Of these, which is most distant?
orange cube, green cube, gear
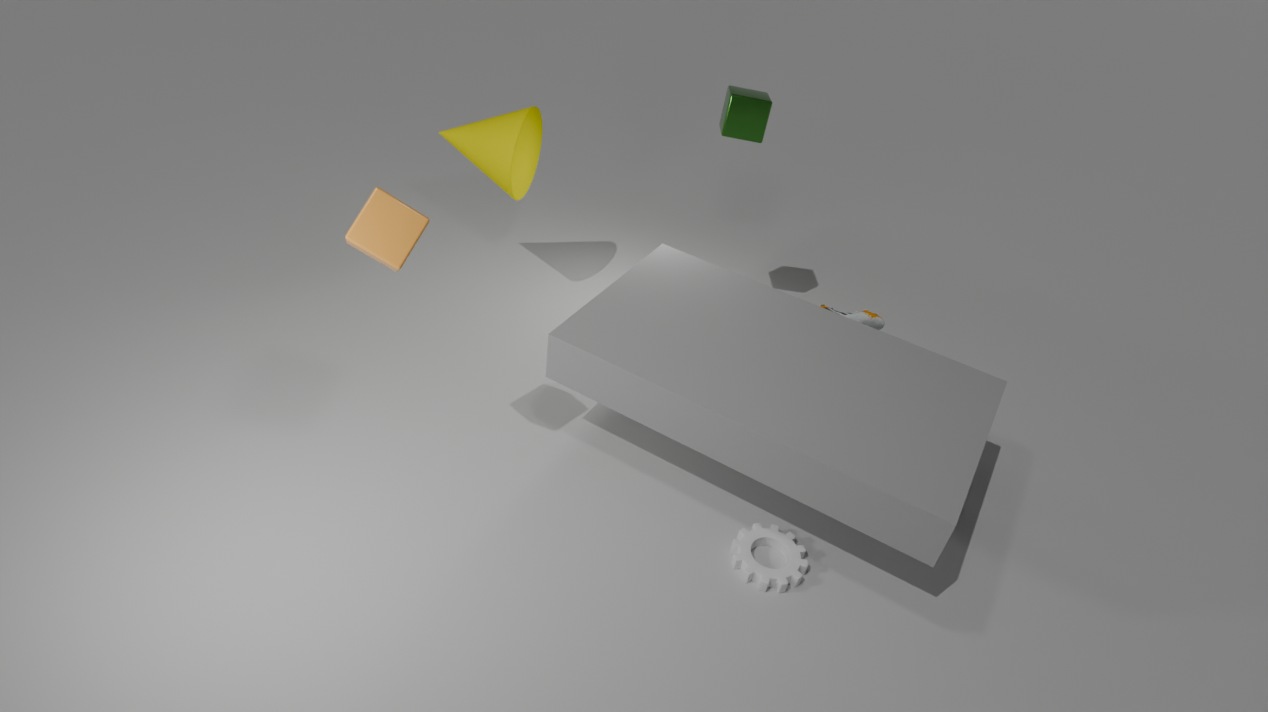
green cube
